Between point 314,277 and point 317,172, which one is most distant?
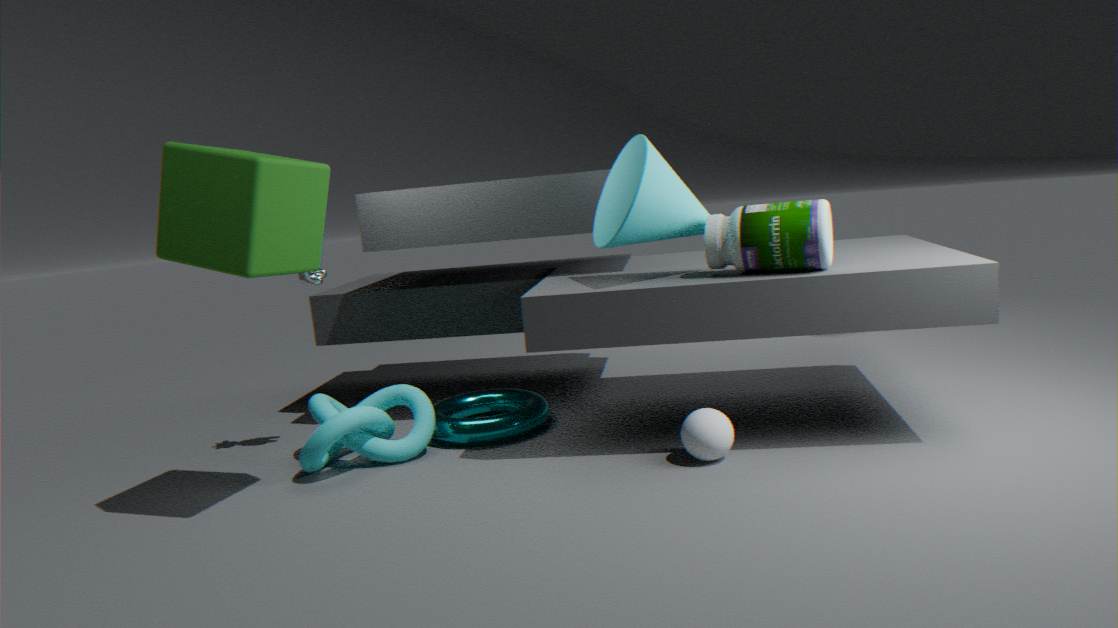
point 314,277
